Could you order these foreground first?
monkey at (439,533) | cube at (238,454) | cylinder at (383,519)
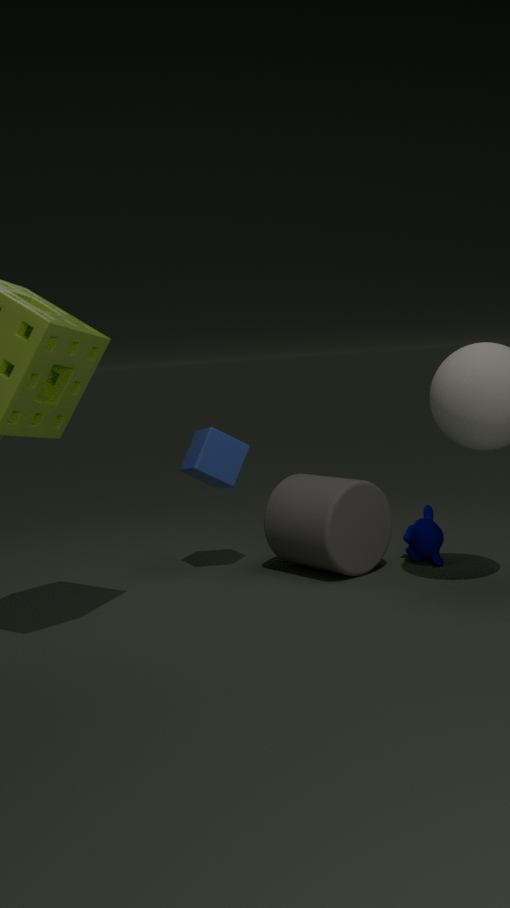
cylinder at (383,519), cube at (238,454), monkey at (439,533)
